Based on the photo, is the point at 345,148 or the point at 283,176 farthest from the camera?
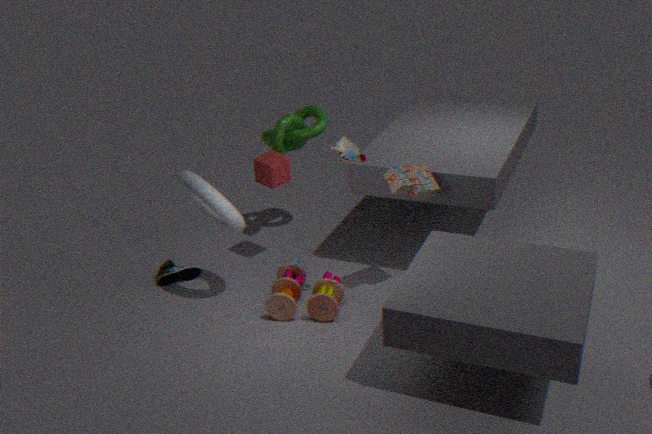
the point at 283,176
